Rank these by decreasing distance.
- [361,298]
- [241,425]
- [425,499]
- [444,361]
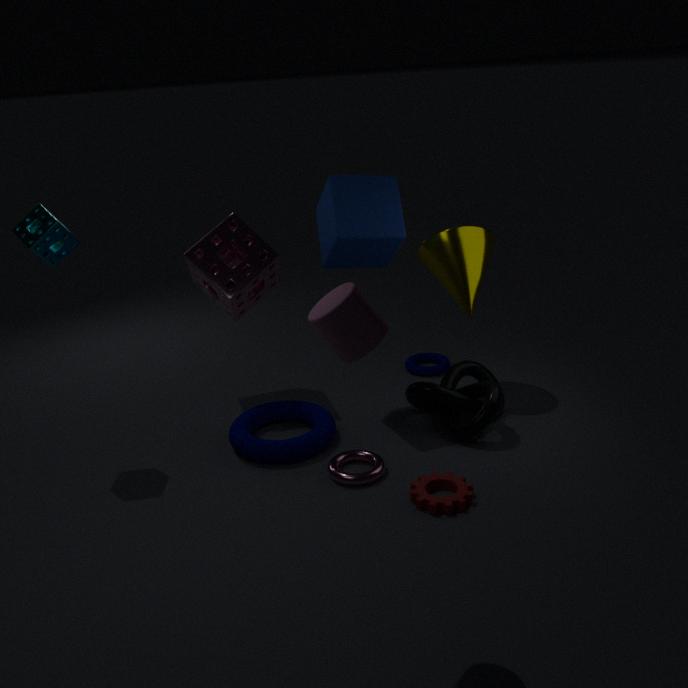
[444,361], [241,425], [425,499], [361,298]
